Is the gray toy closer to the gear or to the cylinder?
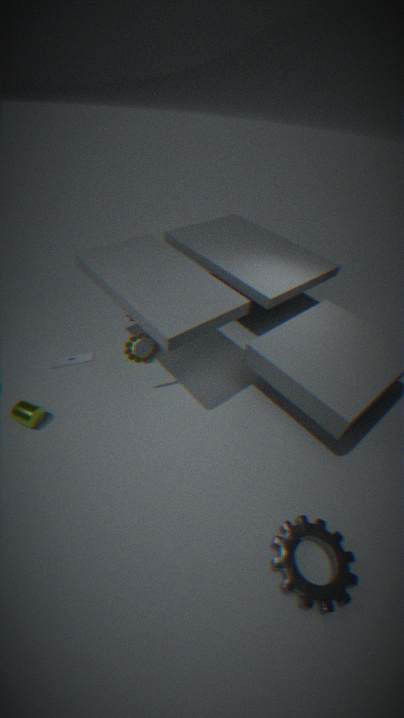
the cylinder
